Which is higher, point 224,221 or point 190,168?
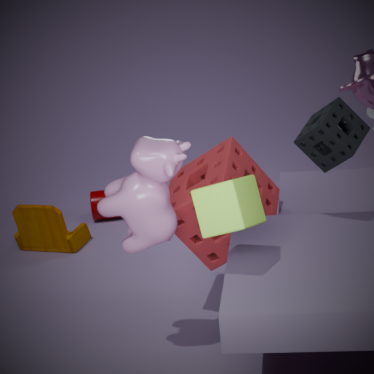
point 224,221
